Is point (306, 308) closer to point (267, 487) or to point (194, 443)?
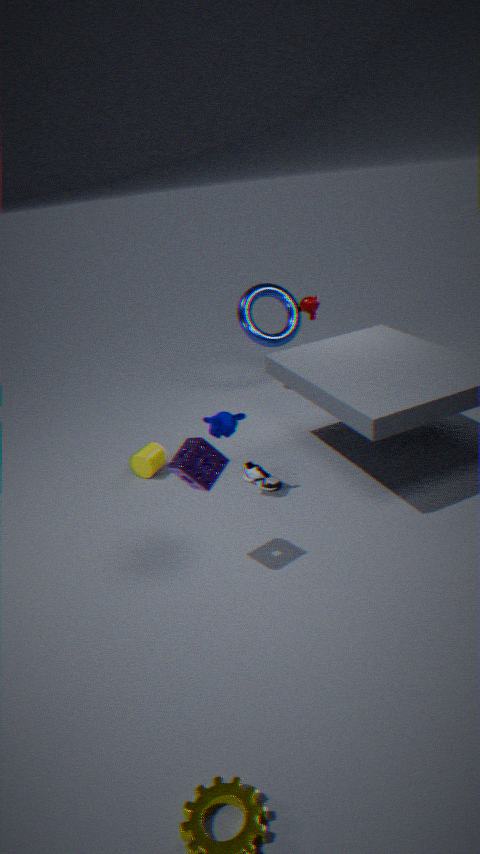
point (267, 487)
